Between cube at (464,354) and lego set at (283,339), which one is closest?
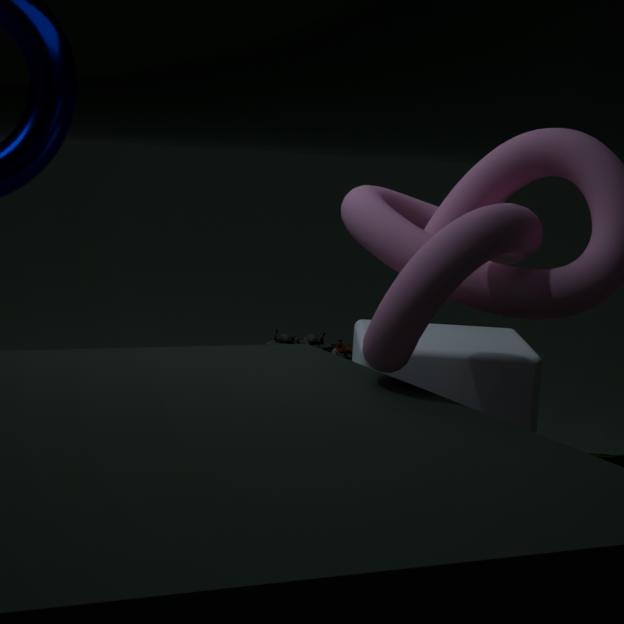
cube at (464,354)
